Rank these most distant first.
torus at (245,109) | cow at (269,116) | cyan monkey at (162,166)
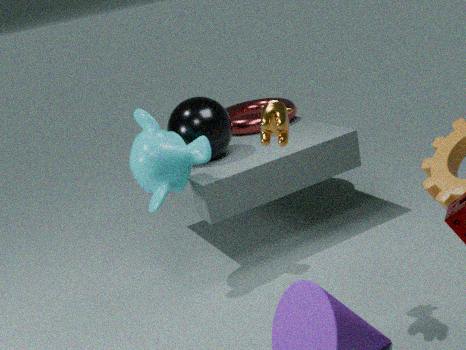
torus at (245,109), cyan monkey at (162,166), cow at (269,116)
